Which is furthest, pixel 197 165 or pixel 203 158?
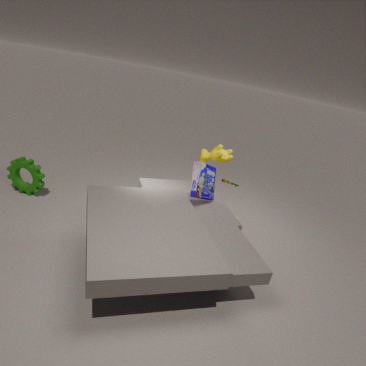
pixel 203 158
